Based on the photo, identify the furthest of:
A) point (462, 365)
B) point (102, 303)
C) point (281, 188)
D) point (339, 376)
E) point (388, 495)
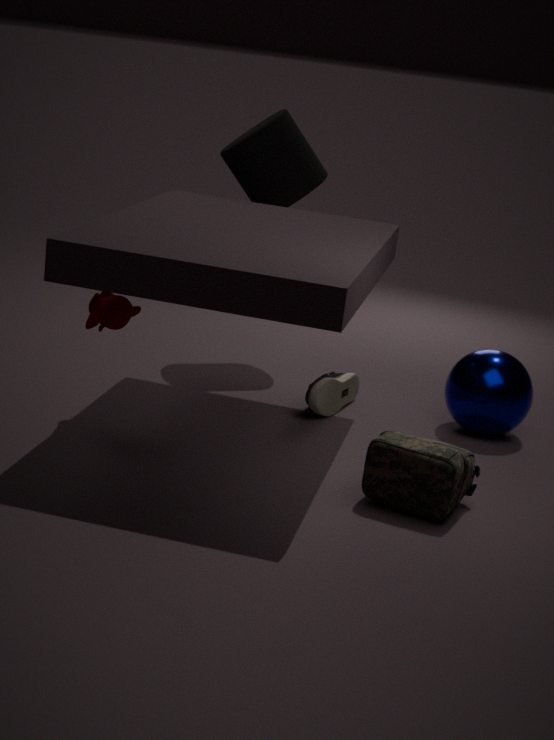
point (281, 188)
